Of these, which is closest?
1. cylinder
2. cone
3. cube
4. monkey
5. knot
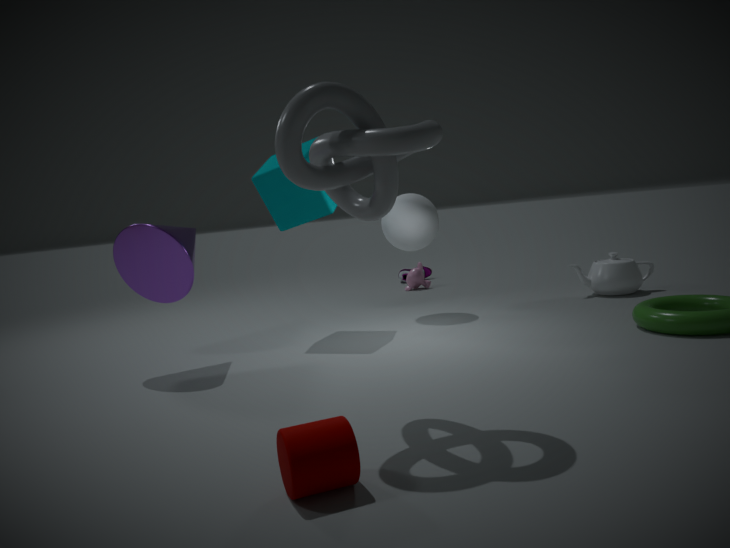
cylinder
